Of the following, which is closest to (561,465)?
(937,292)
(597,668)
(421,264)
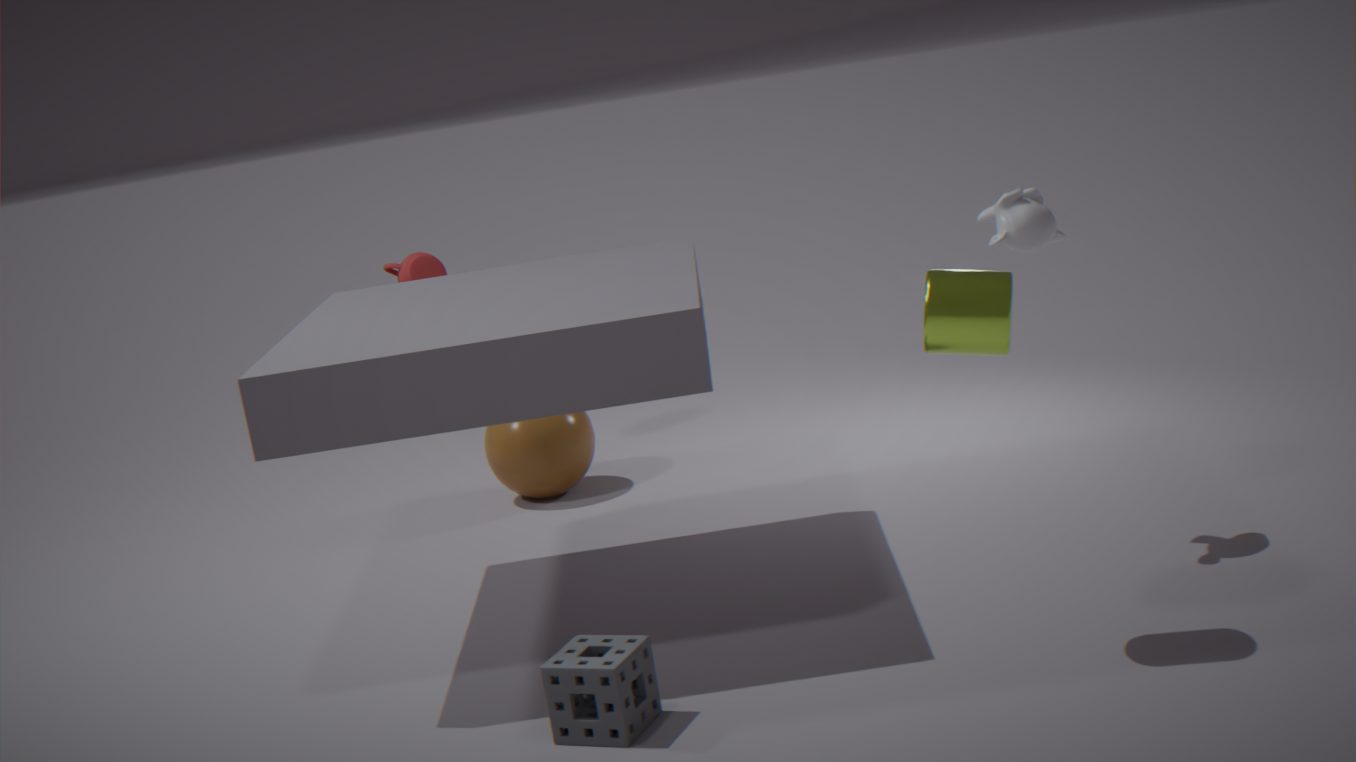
(421,264)
